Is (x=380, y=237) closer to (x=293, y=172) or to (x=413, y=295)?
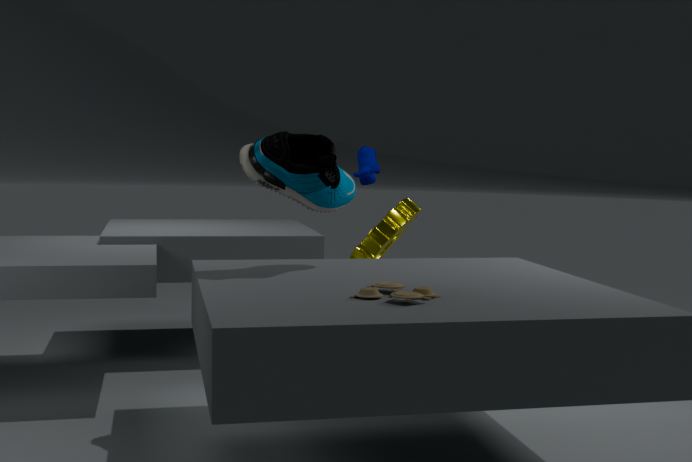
(x=293, y=172)
